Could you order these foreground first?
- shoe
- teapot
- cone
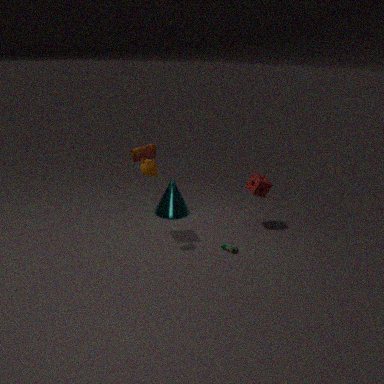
teapot → shoe → cone
